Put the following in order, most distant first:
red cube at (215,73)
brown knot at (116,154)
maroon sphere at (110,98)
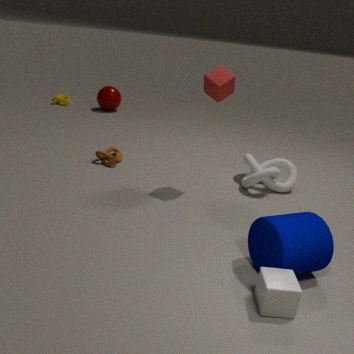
maroon sphere at (110,98) → brown knot at (116,154) → red cube at (215,73)
